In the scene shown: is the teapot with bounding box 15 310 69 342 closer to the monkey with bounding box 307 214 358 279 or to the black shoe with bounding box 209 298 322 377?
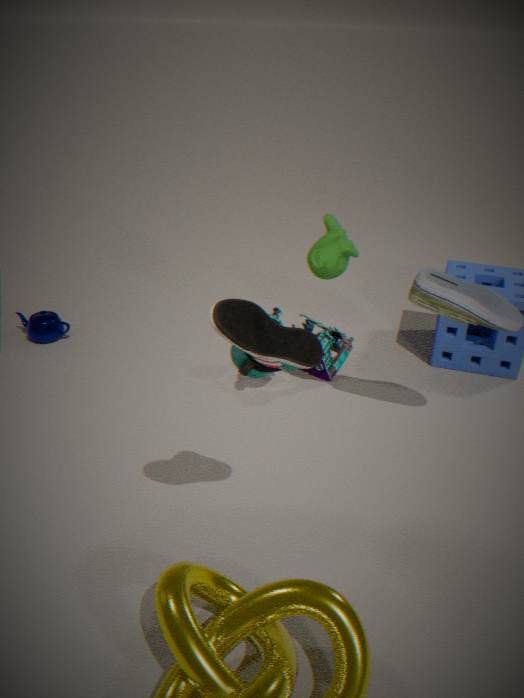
the monkey with bounding box 307 214 358 279
